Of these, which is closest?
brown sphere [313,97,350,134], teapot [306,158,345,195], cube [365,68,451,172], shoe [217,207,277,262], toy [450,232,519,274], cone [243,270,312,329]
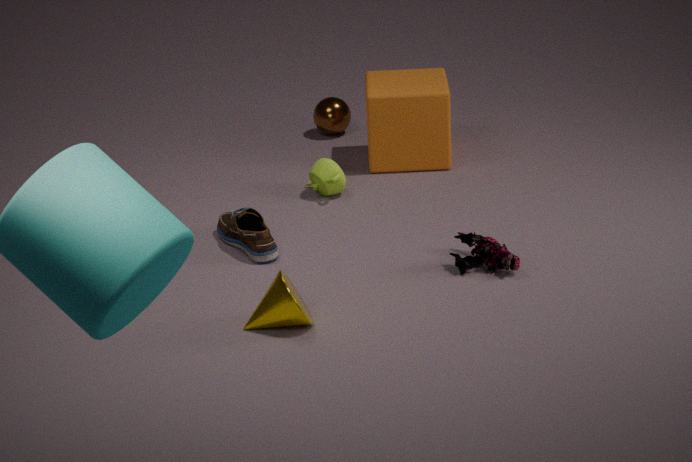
cone [243,270,312,329]
